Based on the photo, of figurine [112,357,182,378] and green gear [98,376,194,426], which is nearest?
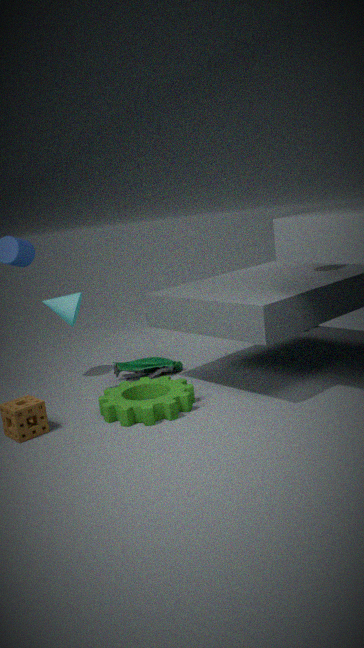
green gear [98,376,194,426]
